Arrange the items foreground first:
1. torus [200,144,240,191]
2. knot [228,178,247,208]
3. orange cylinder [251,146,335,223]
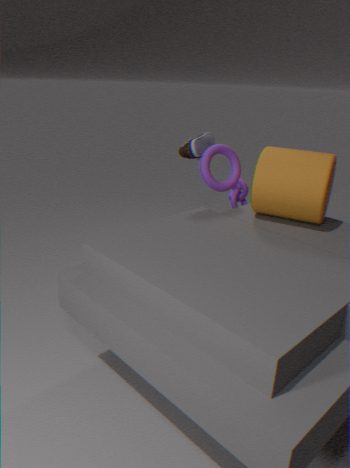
orange cylinder [251,146,335,223], torus [200,144,240,191], knot [228,178,247,208]
